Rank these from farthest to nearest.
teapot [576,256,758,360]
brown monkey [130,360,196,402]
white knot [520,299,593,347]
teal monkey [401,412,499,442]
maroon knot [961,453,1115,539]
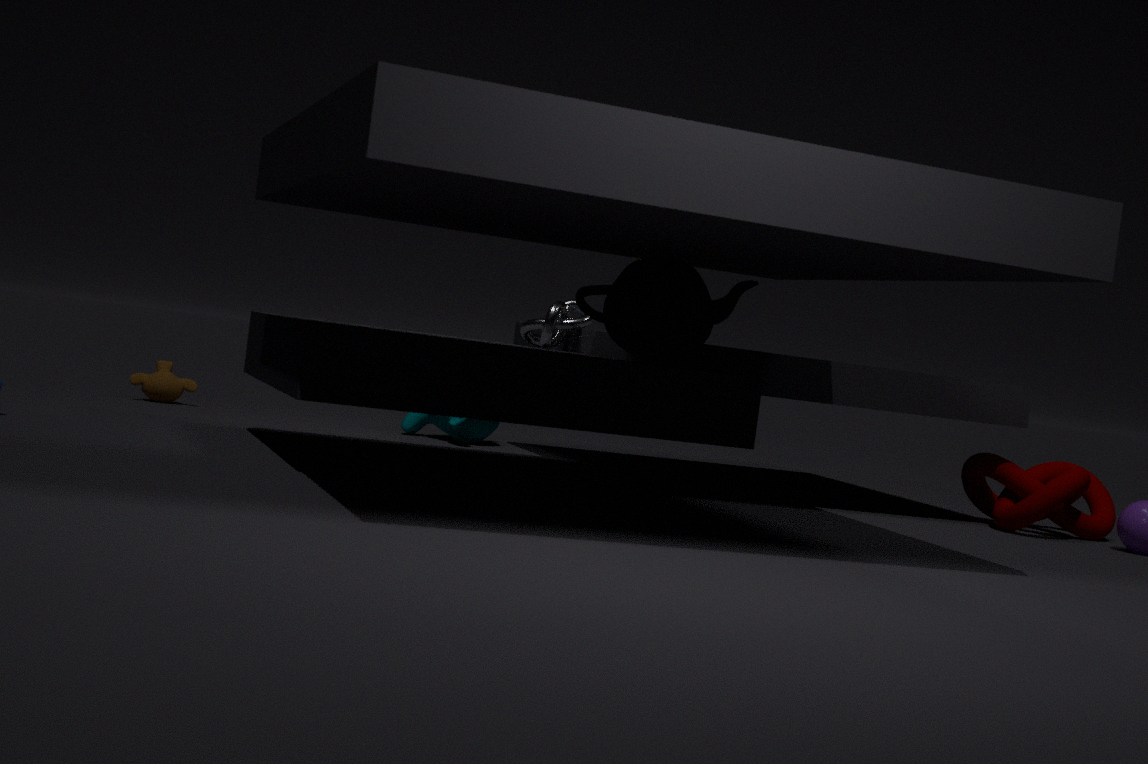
1. brown monkey [130,360,196,402]
2. teal monkey [401,412,499,442]
3. white knot [520,299,593,347]
4. maroon knot [961,453,1115,539]
5. teapot [576,256,758,360]
